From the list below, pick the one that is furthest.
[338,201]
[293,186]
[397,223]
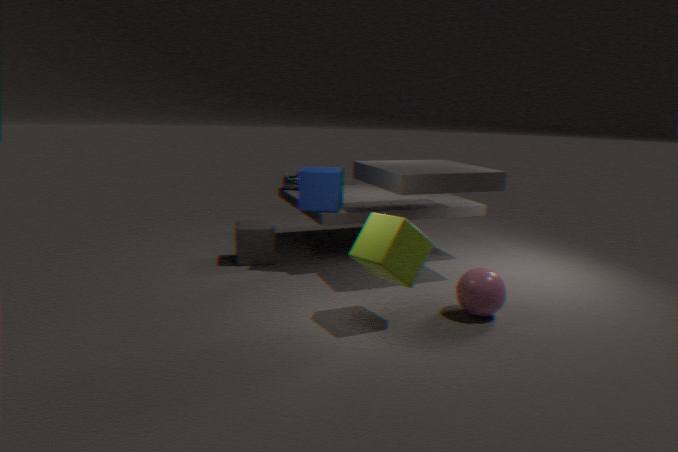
[293,186]
